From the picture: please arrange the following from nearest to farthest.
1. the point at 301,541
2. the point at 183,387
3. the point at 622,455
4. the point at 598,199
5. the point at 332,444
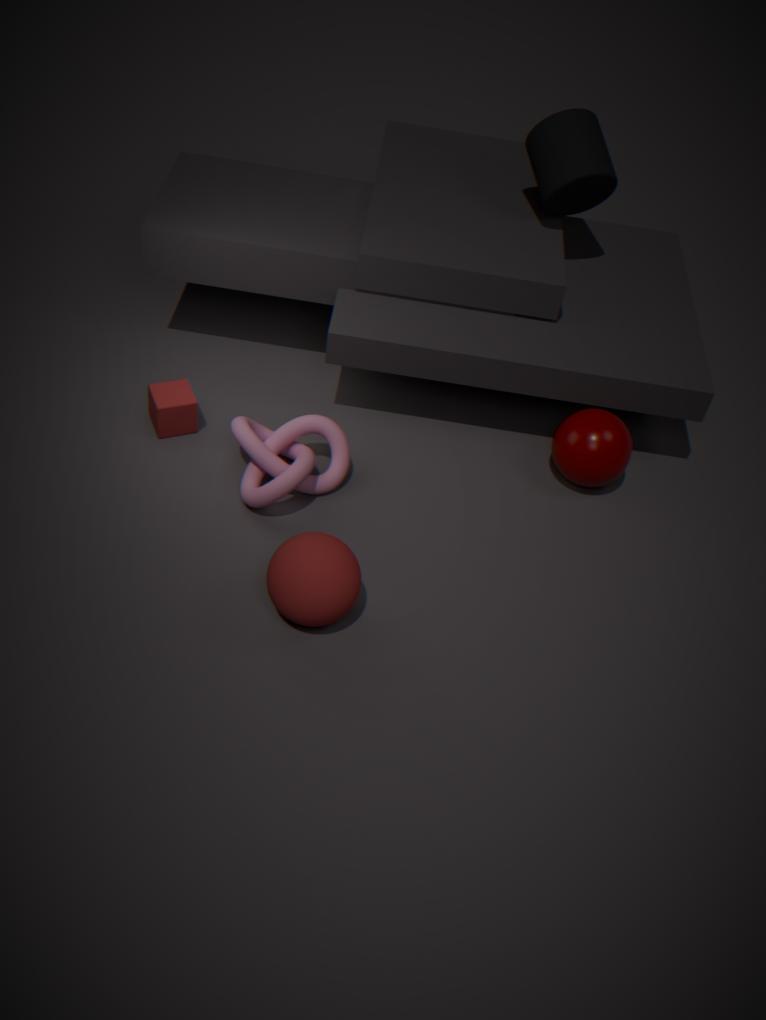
1. the point at 301,541
2. the point at 332,444
3. the point at 622,455
4. the point at 183,387
5. the point at 598,199
